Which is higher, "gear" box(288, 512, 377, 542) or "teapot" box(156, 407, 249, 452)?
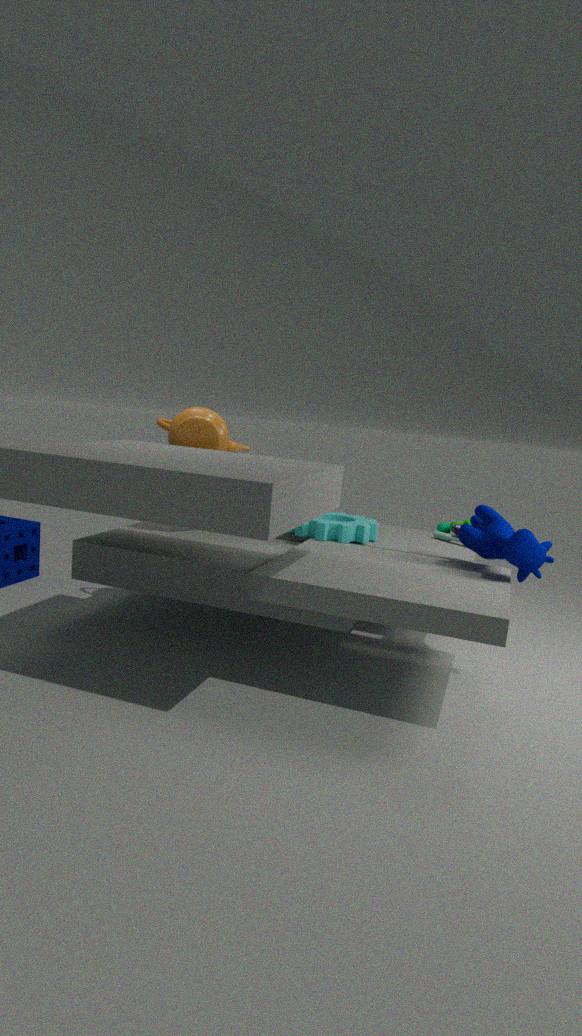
"teapot" box(156, 407, 249, 452)
